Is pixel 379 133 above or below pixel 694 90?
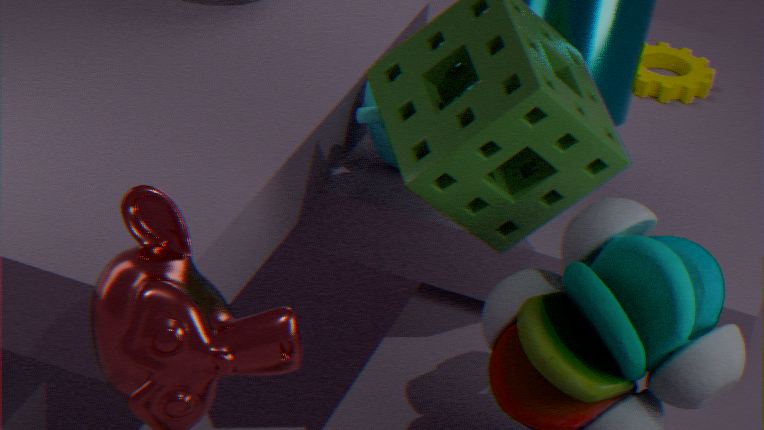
above
